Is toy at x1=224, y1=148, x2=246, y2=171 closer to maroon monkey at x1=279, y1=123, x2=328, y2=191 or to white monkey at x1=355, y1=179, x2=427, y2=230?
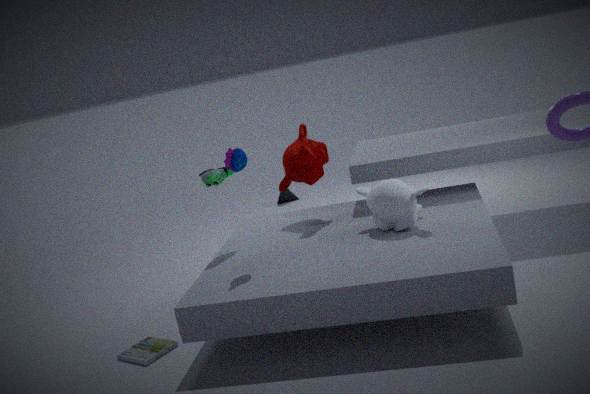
maroon monkey at x1=279, y1=123, x2=328, y2=191
